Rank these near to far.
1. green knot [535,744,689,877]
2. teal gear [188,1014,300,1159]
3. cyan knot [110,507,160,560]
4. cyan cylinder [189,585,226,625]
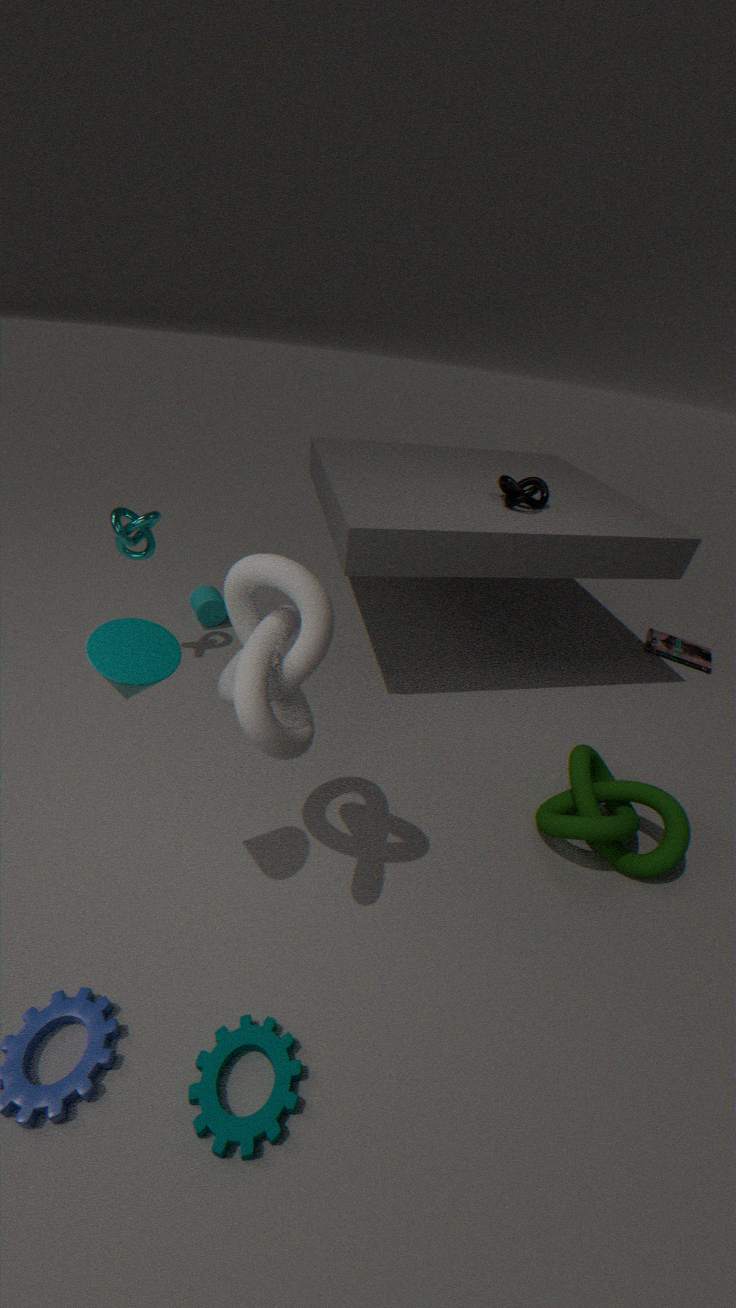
teal gear [188,1014,300,1159] < green knot [535,744,689,877] < cyan knot [110,507,160,560] < cyan cylinder [189,585,226,625]
